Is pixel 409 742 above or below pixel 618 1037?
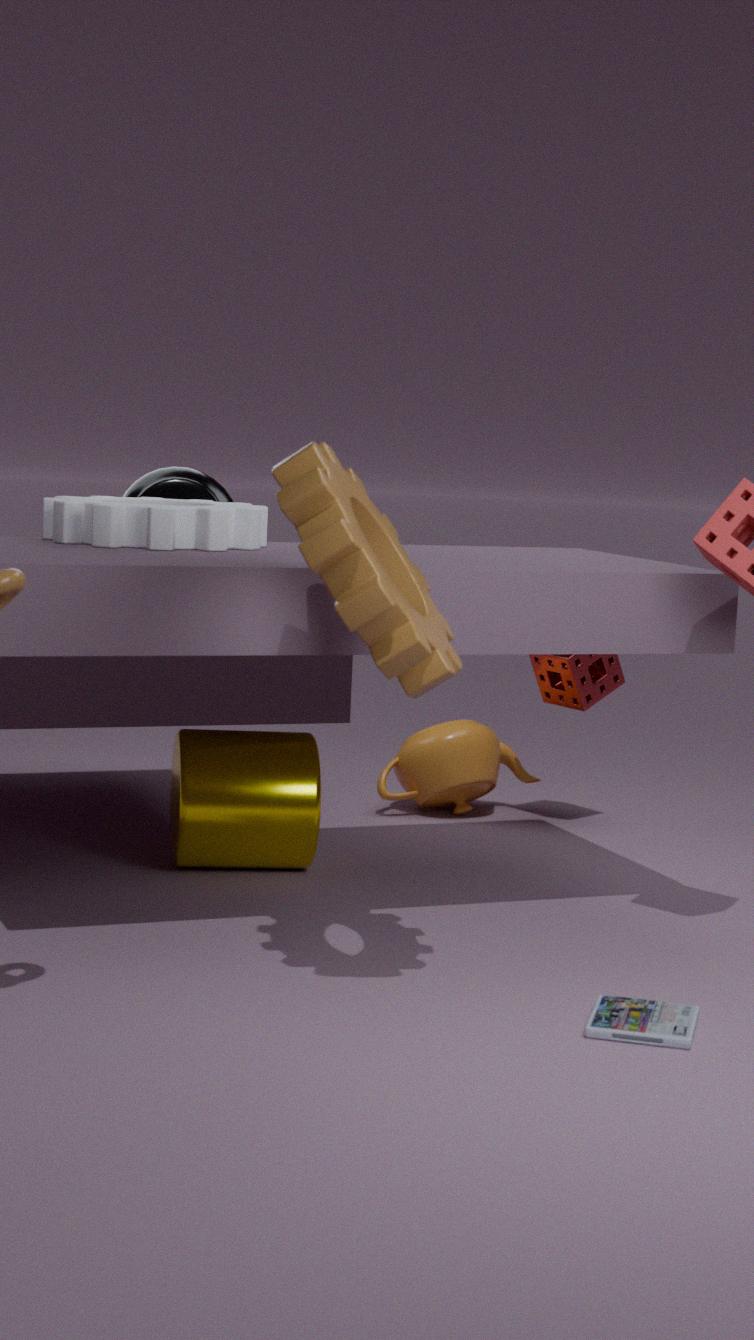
above
